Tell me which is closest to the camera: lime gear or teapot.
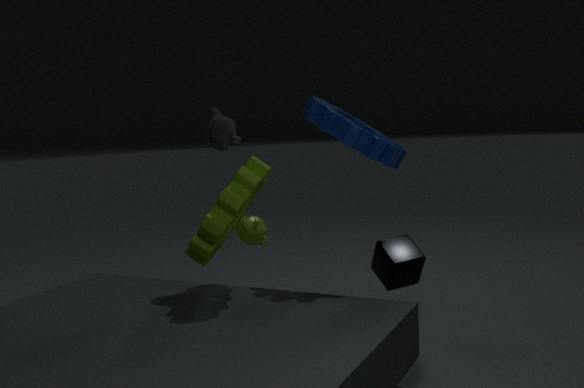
lime gear
